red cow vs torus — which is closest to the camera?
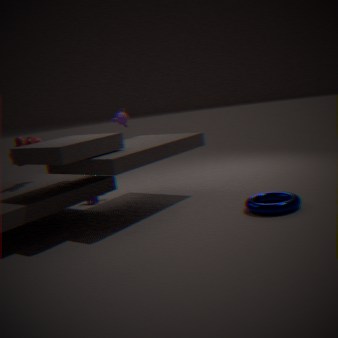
torus
